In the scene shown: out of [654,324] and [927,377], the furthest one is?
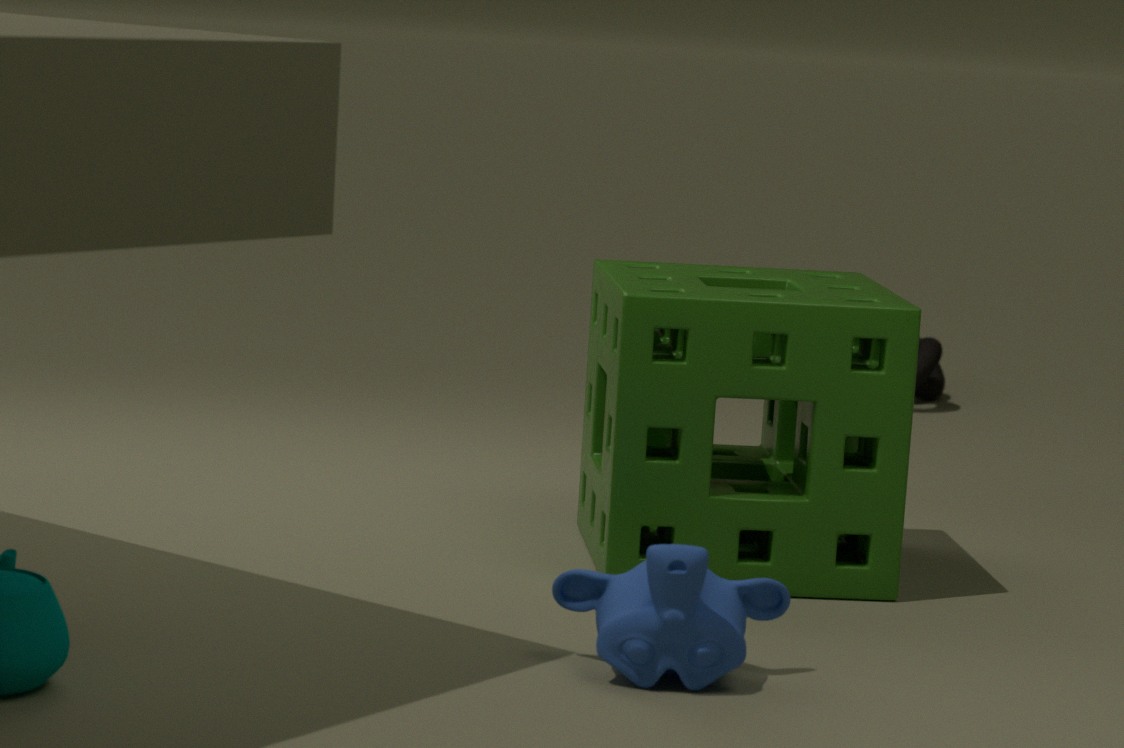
[927,377]
